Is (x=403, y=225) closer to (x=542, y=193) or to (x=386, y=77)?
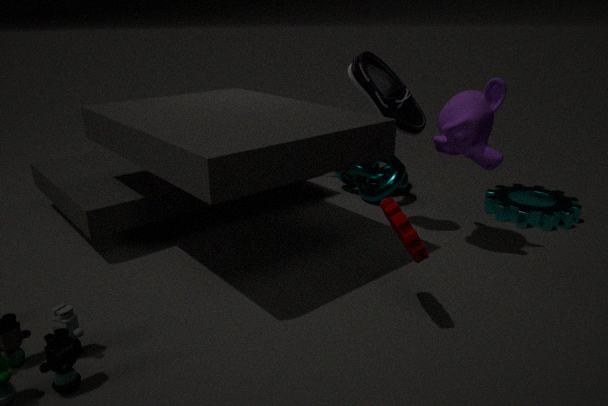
(x=386, y=77)
